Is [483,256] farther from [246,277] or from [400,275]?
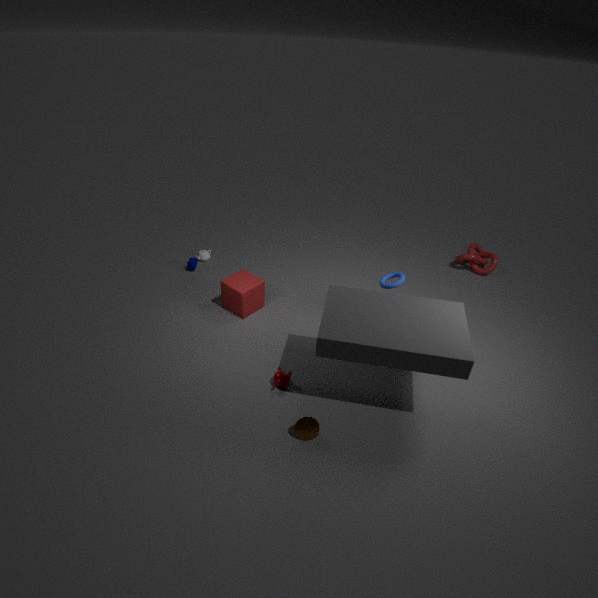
[246,277]
